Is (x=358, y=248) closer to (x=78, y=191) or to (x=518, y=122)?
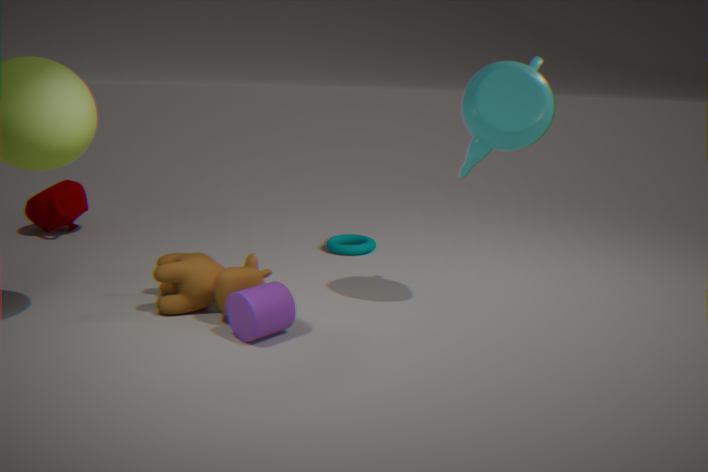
(x=518, y=122)
